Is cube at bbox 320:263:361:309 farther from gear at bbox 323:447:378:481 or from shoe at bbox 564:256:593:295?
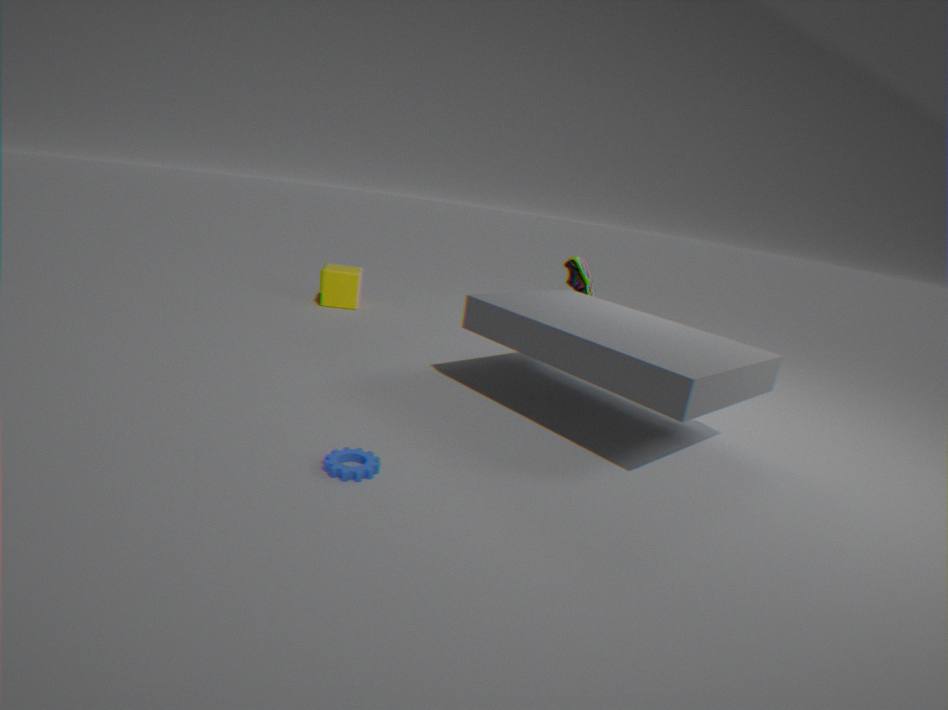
gear at bbox 323:447:378:481
